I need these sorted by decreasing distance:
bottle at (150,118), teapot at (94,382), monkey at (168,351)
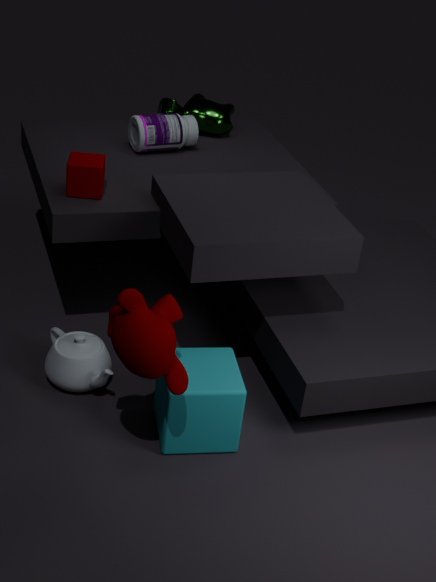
bottle at (150,118), teapot at (94,382), monkey at (168,351)
